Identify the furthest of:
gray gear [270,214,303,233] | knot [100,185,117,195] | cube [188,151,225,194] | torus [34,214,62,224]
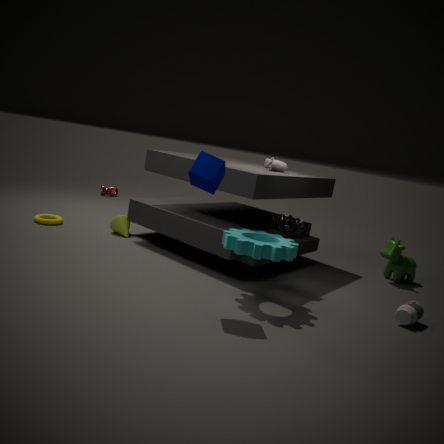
knot [100,185,117,195]
